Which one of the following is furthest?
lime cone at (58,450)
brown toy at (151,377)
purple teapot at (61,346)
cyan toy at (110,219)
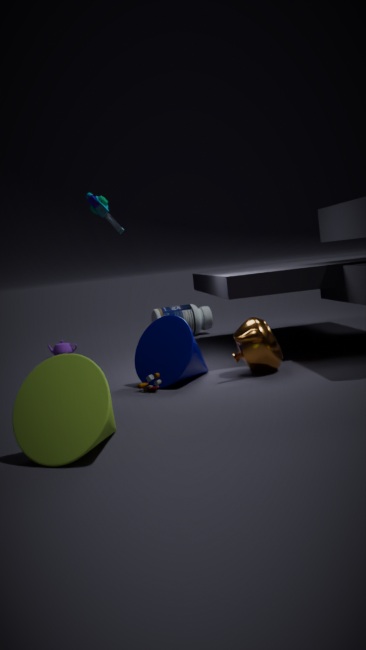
purple teapot at (61,346)
